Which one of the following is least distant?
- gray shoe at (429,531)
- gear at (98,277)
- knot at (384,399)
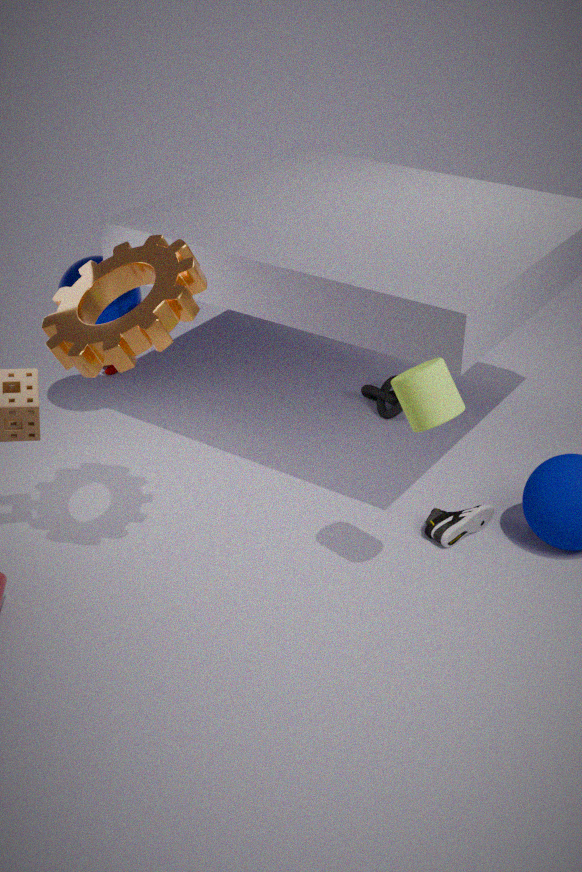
gear at (98,277)
